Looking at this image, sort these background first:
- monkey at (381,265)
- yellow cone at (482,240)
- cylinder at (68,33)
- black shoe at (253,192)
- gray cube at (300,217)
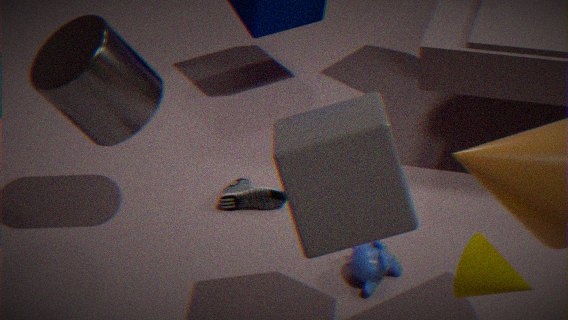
black shoe at (253,192) → monkey at (381,265) → cylinder at (68,33) → yellow cone at (482,240) → gray cube at (300,217)
